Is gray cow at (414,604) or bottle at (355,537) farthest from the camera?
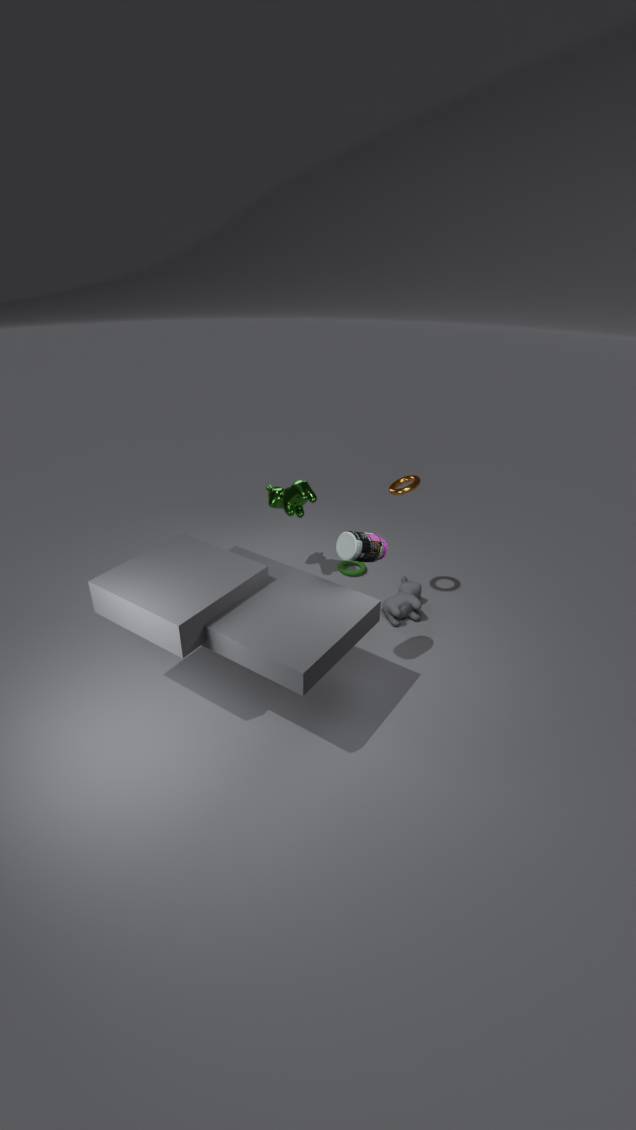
gray cow at (414,604)
